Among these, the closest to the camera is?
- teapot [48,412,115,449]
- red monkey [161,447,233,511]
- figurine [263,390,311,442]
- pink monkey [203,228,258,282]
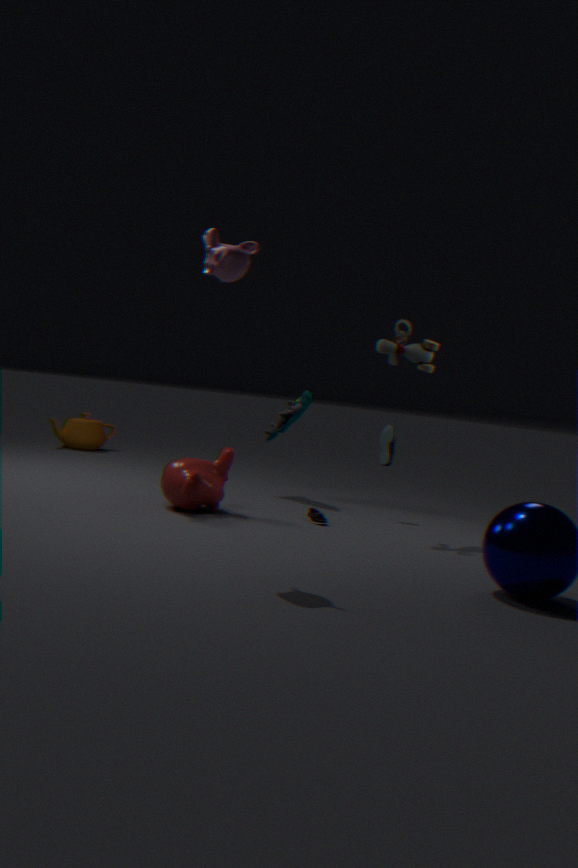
pink monkey [203,228,258,282]
